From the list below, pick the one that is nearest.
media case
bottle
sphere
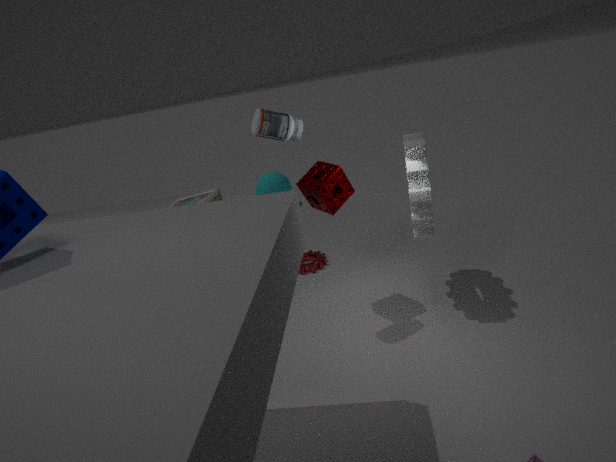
bottle
